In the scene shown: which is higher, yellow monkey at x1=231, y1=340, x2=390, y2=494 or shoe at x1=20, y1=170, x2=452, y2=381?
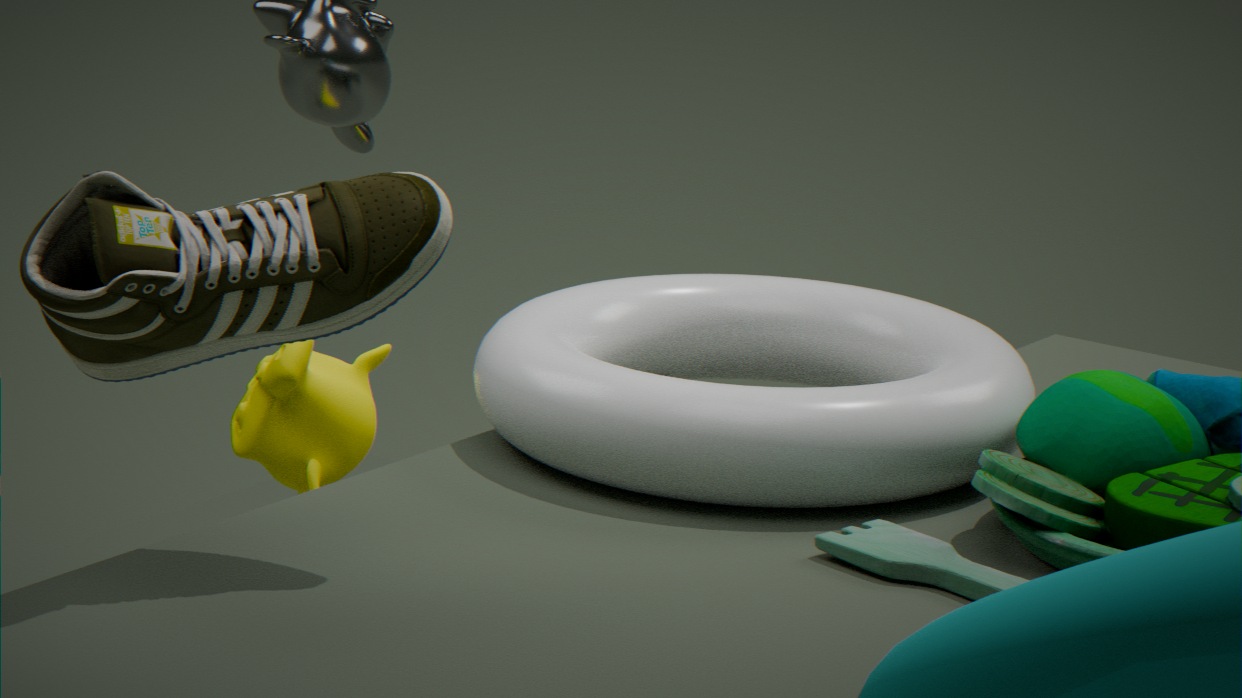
shoe at x1=20, y1=170, x2=452, y2=381
